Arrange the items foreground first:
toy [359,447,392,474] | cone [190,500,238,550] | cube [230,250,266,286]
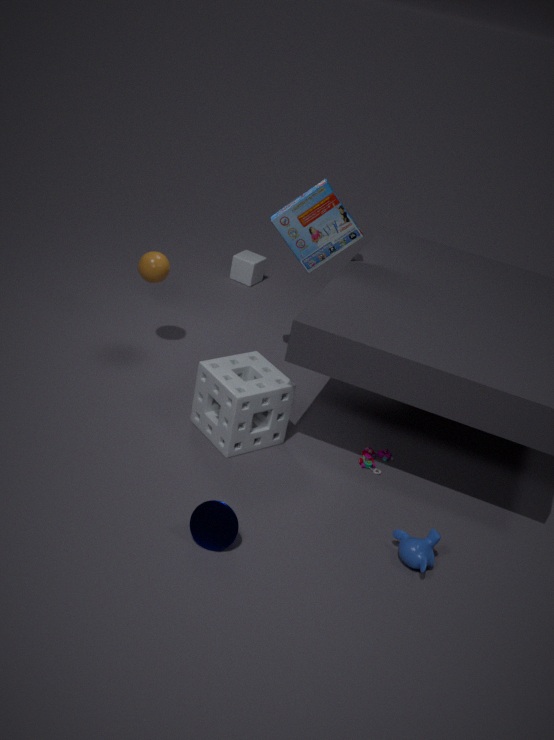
cone [190,500,238,550] < toy [359,447,392,474] < cube [230,250,266,286]
